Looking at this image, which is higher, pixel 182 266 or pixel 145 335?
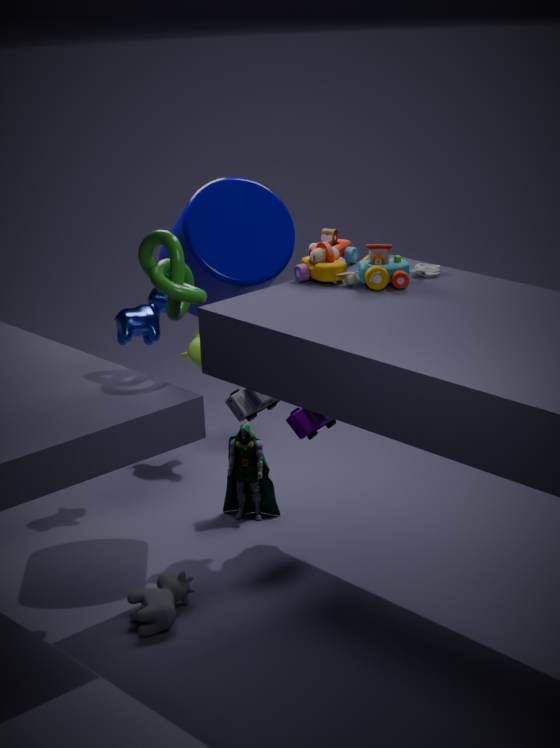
pixel 182 266
